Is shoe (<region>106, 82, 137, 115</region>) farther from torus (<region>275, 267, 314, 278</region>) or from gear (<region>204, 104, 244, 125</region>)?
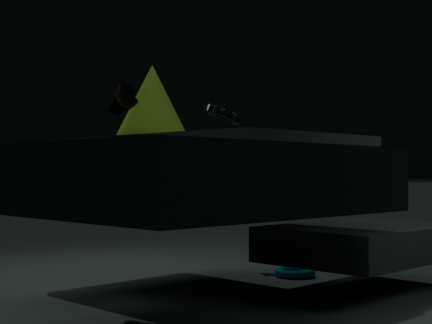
torus (<region>275, 267, 314, 278</region>)
